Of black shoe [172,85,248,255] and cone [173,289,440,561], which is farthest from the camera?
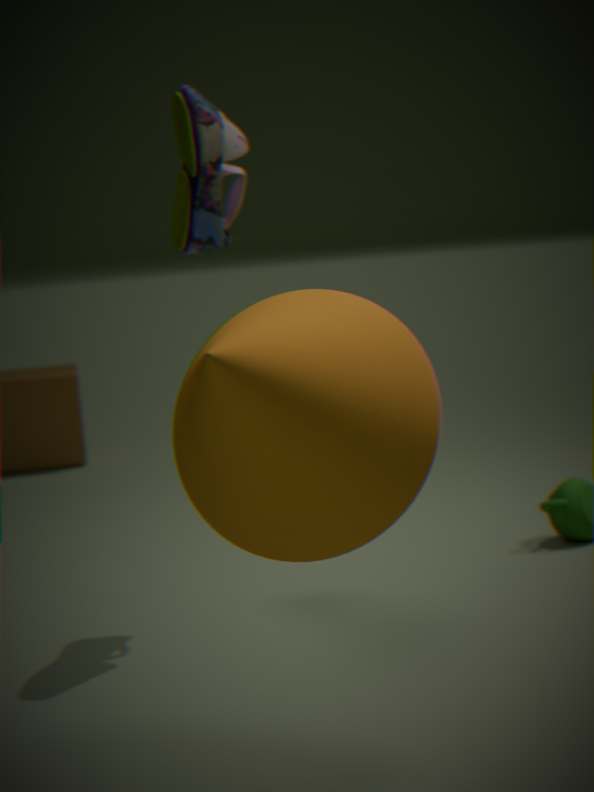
black shoe [172,85,248,255]
